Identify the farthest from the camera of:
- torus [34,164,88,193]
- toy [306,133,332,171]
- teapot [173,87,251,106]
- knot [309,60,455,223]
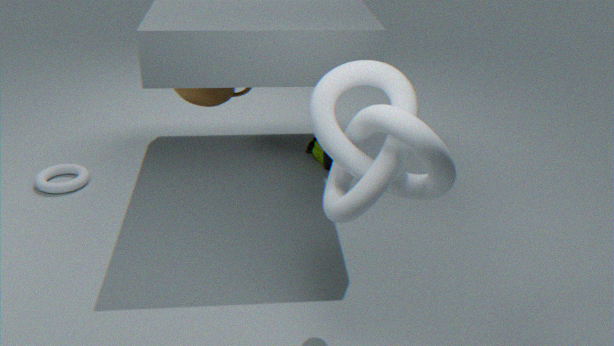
toy [306,133,332,171]
